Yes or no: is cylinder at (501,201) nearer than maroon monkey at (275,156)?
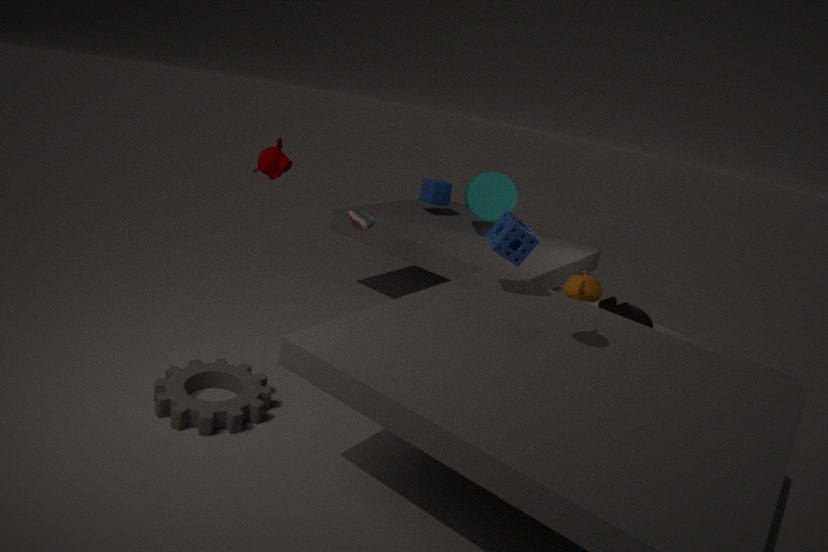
No
